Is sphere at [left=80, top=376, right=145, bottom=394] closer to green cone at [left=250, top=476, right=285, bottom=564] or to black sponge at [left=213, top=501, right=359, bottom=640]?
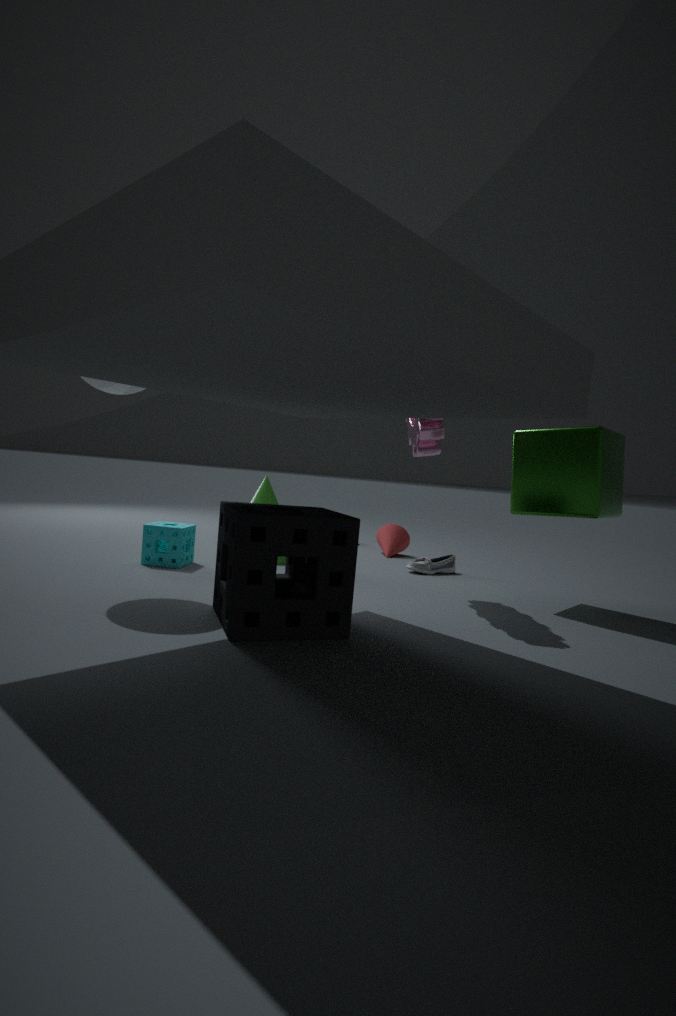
black sponge at [left=213, top=501, right=359, bottom=640]
